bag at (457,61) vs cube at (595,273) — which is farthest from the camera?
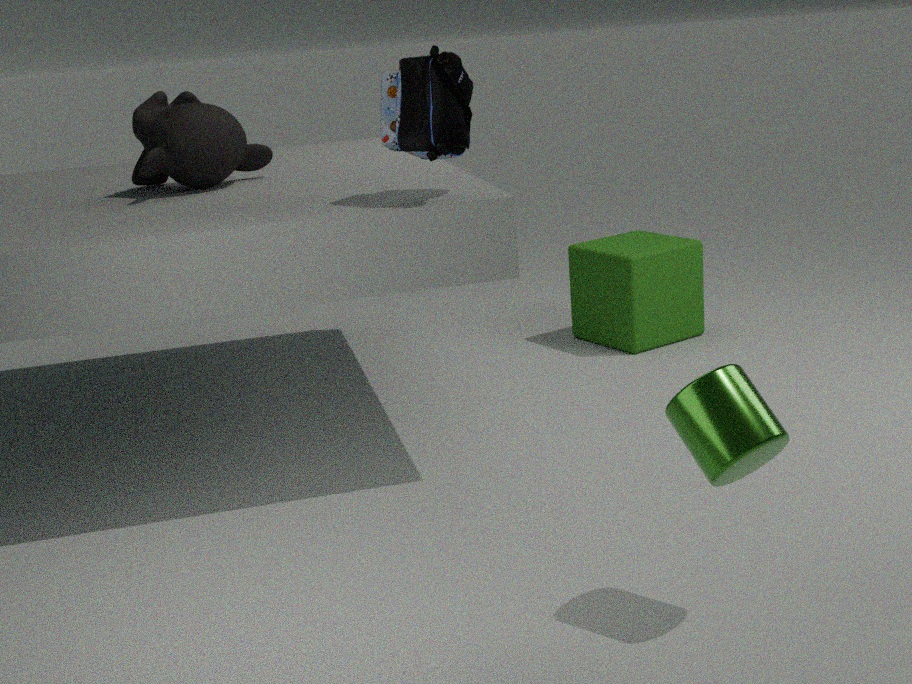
cube at (595,273)
